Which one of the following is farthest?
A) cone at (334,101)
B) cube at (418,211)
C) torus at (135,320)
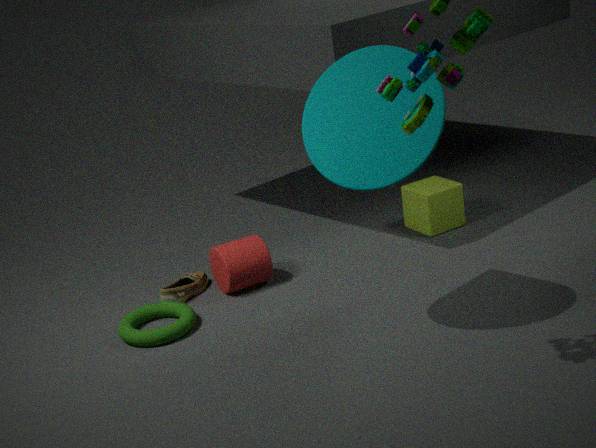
cube at (418,211)
